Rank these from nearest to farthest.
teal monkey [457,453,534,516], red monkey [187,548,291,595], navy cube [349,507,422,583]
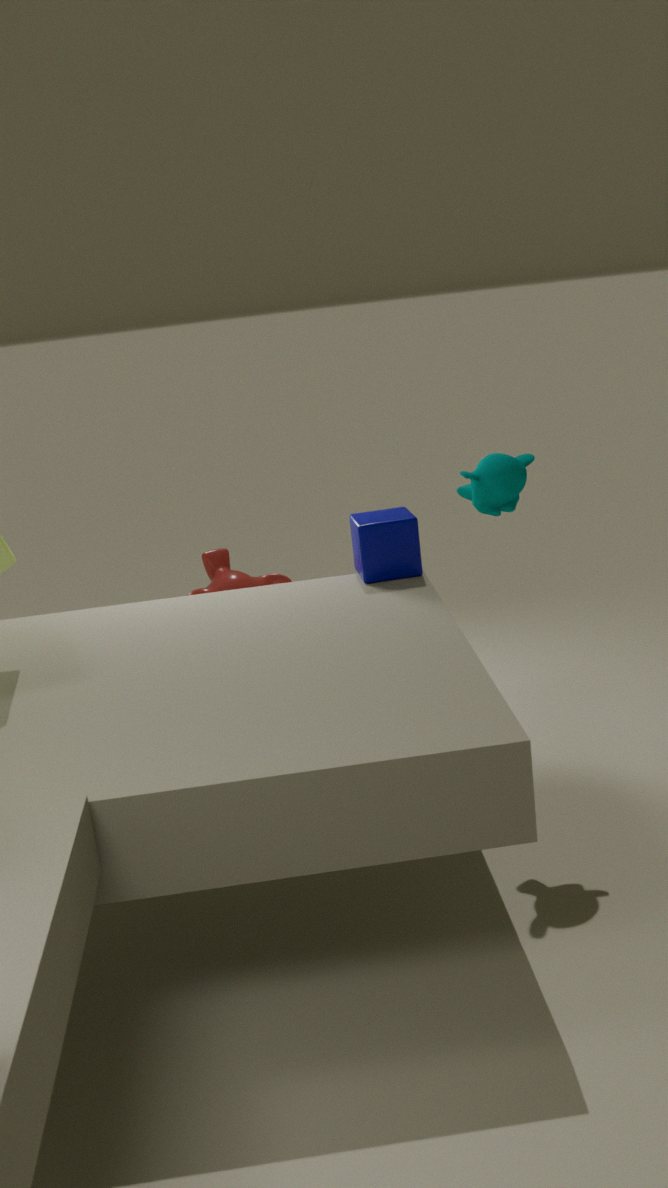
teal monkey [457,453,534,516]
navy cube [349,507,422,583]
red monkey [187,548,291,595]
